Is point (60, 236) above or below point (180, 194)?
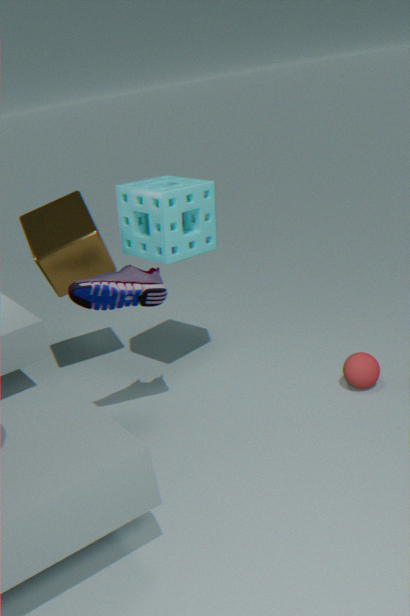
below
